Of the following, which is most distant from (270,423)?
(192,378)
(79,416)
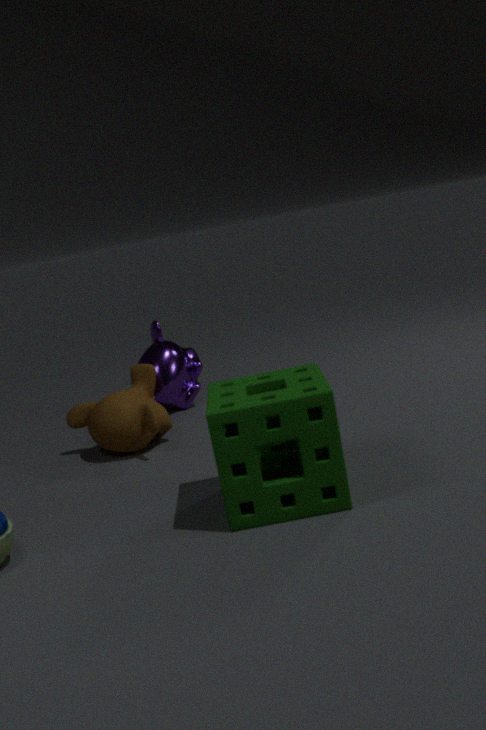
(192,378)
